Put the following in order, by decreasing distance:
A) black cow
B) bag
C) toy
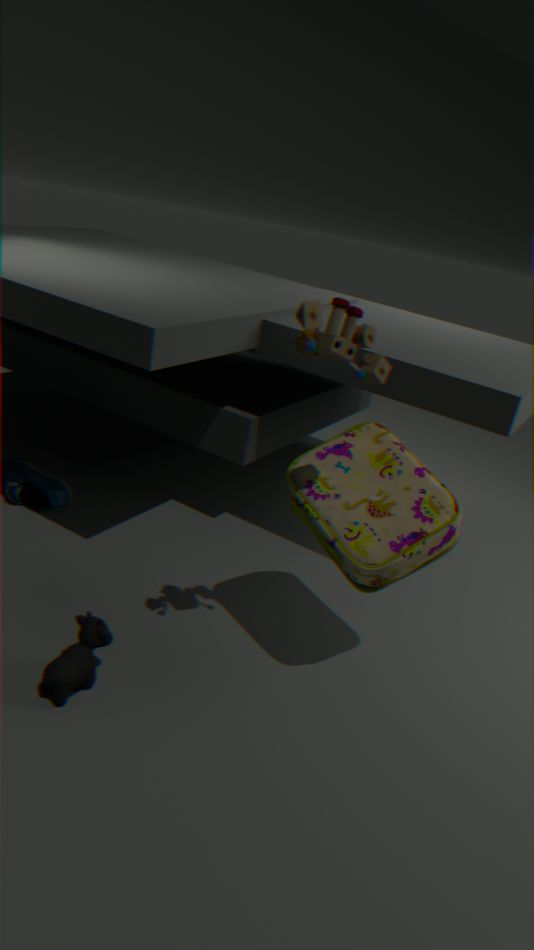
bag, black cow, toy
